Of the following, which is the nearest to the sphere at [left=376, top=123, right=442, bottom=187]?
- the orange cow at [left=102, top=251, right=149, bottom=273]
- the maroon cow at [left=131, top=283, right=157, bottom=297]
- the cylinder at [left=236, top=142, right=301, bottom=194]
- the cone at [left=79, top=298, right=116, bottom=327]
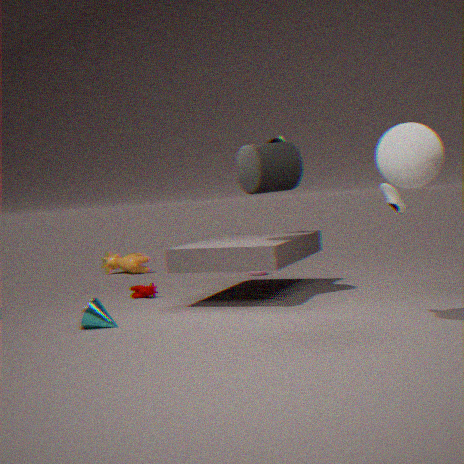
the cylinder at [left=236, top=142, right=301, bottom=194]
